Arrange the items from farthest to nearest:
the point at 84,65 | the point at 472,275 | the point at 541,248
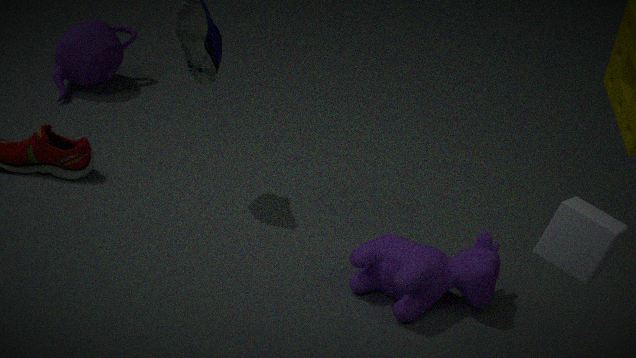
the point at 84,65 → the point at 472,275 → the point at 541,248
